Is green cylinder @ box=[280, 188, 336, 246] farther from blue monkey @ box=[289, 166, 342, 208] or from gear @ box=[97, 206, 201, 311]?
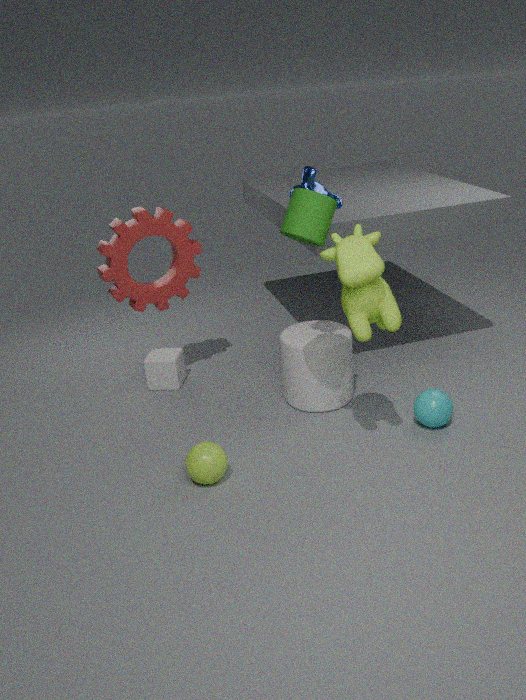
gear @ box=[97, 206, 201, 311]
